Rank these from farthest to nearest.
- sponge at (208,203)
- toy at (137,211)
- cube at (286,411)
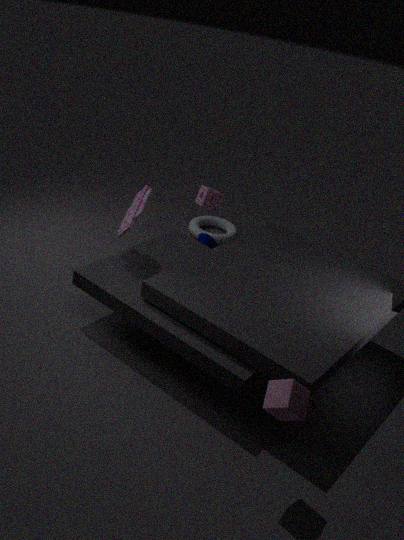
1. sponge at (208,203)
2. toy at (137,211)
3. cube at (286,411)
